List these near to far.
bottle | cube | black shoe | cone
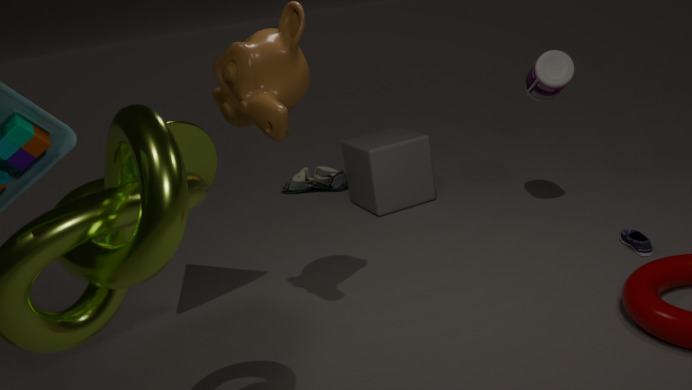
cone
bottle
cube
black shoe
